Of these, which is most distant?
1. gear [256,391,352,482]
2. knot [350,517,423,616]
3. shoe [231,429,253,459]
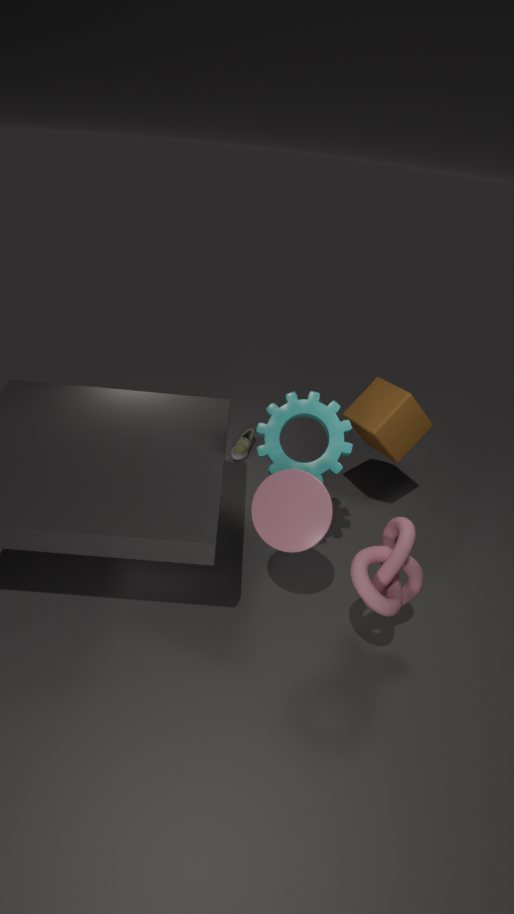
shoe [231,429,253,459]
